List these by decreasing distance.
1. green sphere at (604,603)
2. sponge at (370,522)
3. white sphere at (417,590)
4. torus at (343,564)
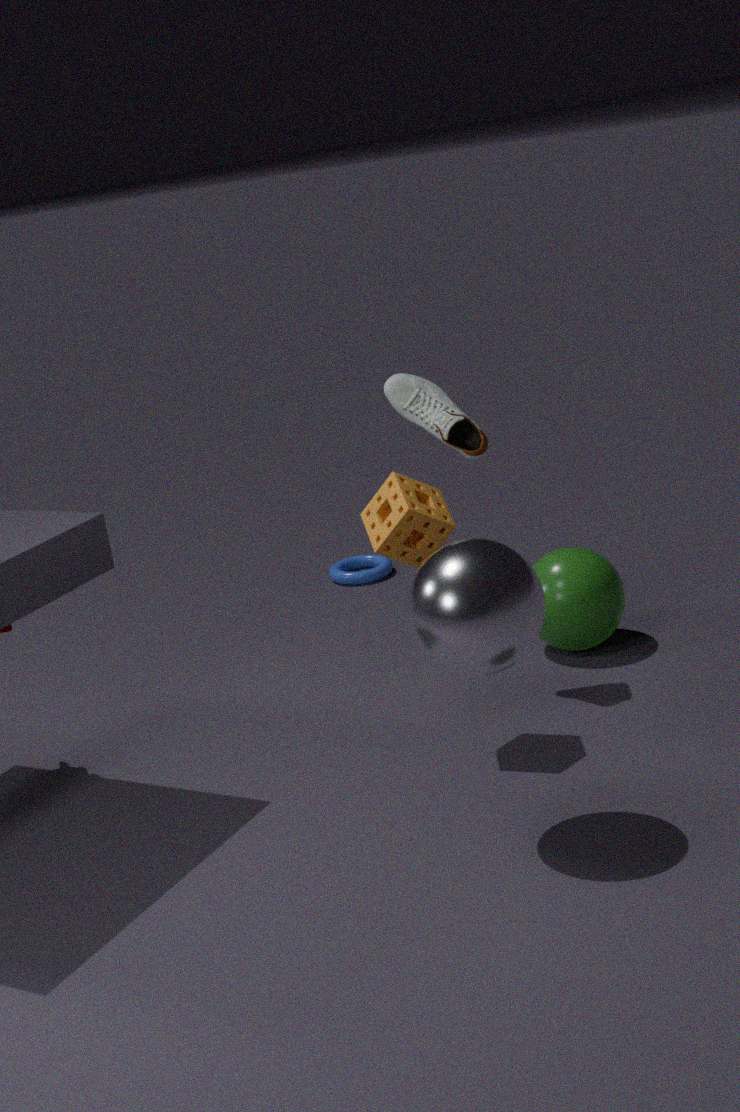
1. torus at (343,564)
2. green sphere at (604,603)
3. sponge at (370,522)
4. white sphere at (417,590)
